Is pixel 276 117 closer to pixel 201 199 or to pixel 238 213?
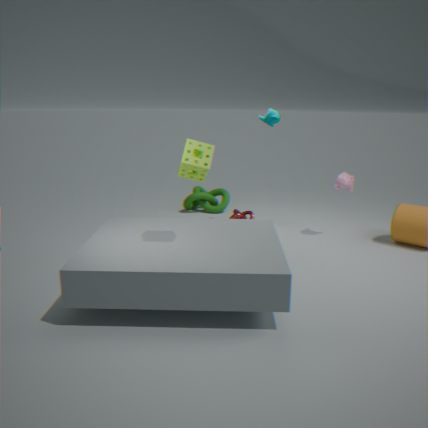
pixel 238 213
